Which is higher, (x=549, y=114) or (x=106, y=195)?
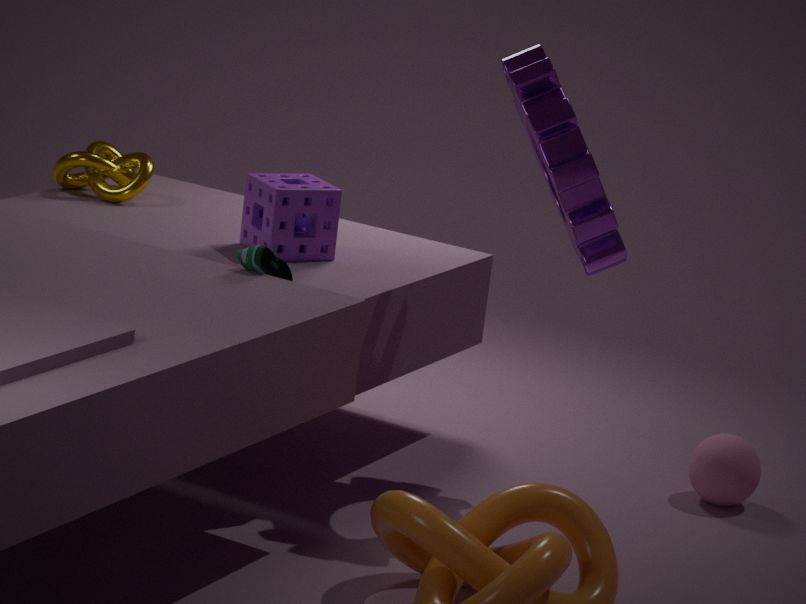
(x=549, y=114)
